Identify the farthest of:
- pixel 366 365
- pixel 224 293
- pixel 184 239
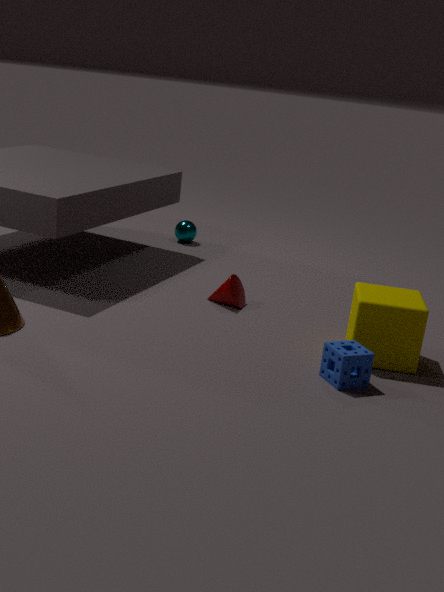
pixel 184 239
